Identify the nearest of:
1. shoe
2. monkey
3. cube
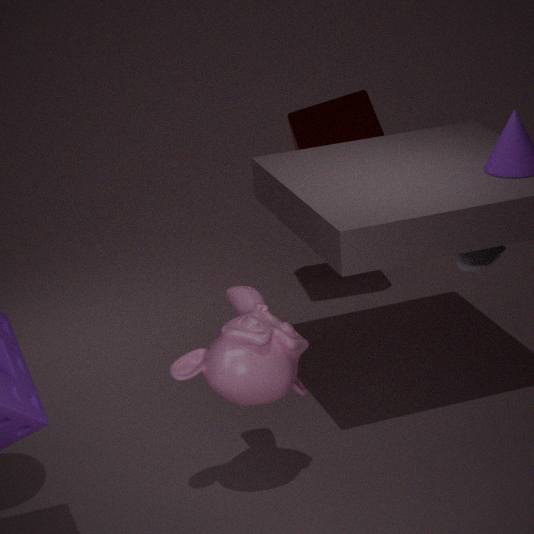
monkey
